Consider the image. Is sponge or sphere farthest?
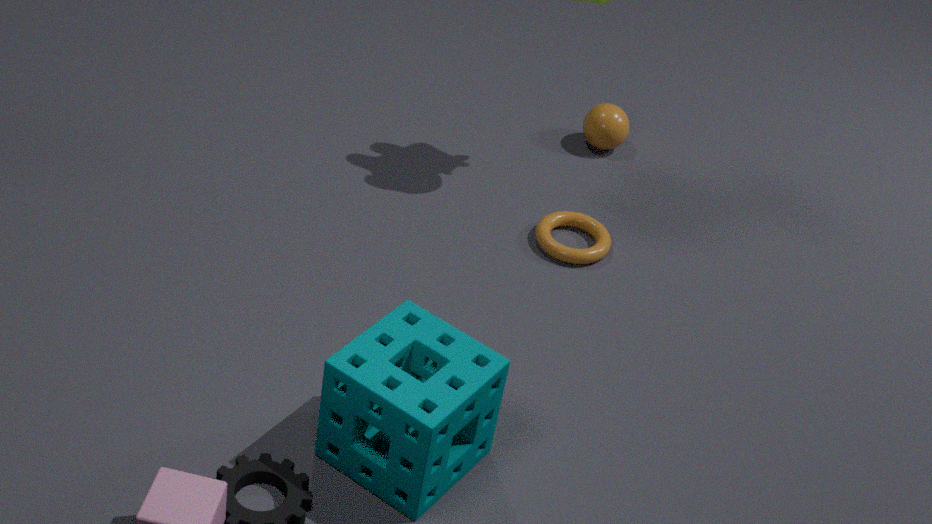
sphere
